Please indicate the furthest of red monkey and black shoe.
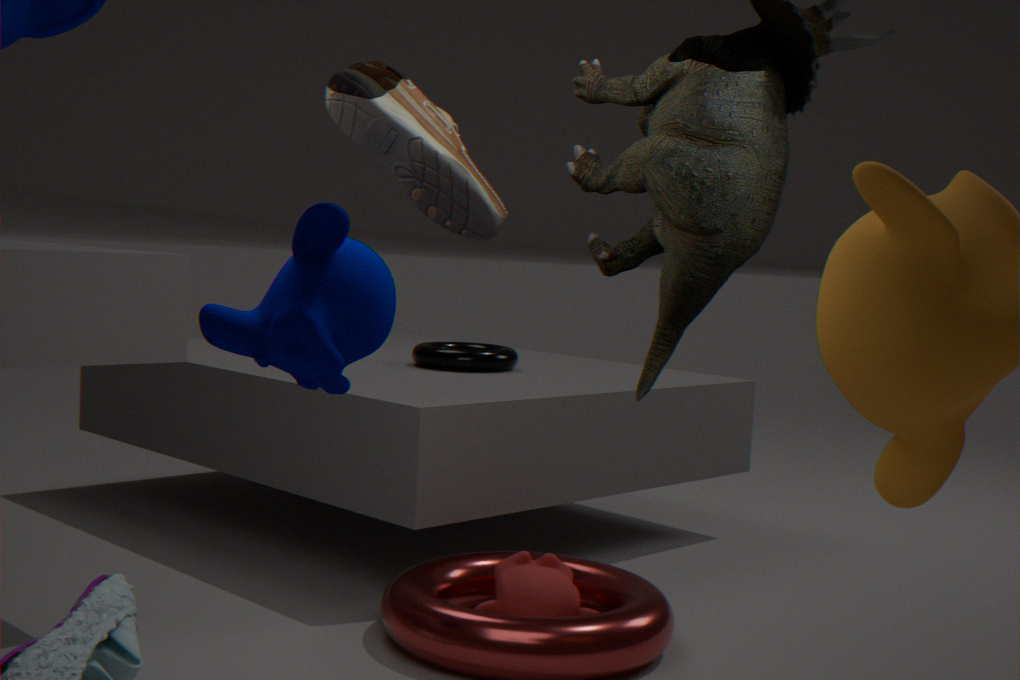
red monkey
